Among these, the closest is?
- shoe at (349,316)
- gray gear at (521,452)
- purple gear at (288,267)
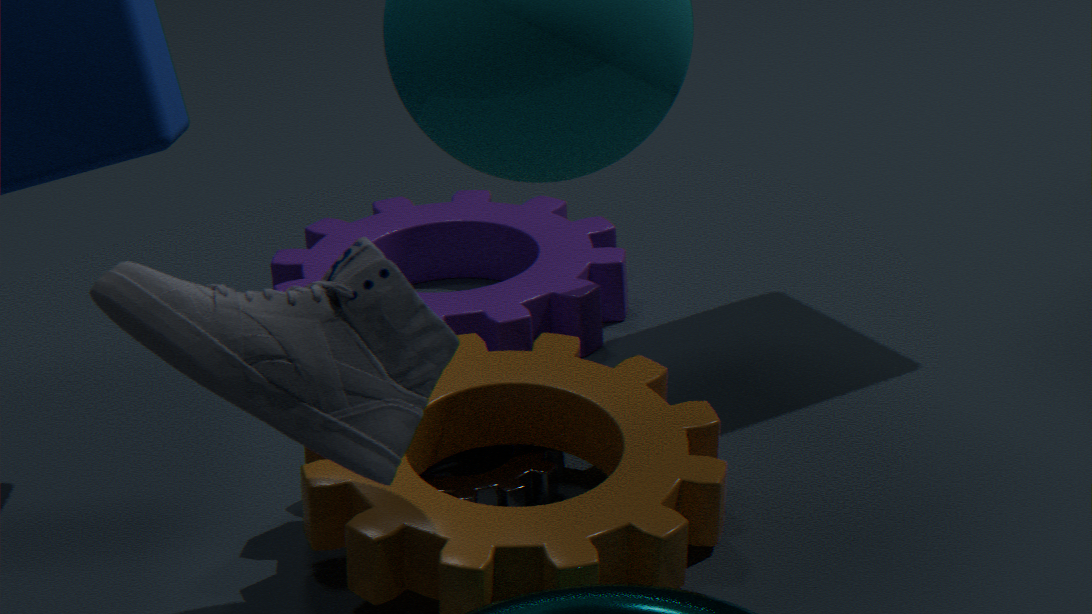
shoe at (349,316)
